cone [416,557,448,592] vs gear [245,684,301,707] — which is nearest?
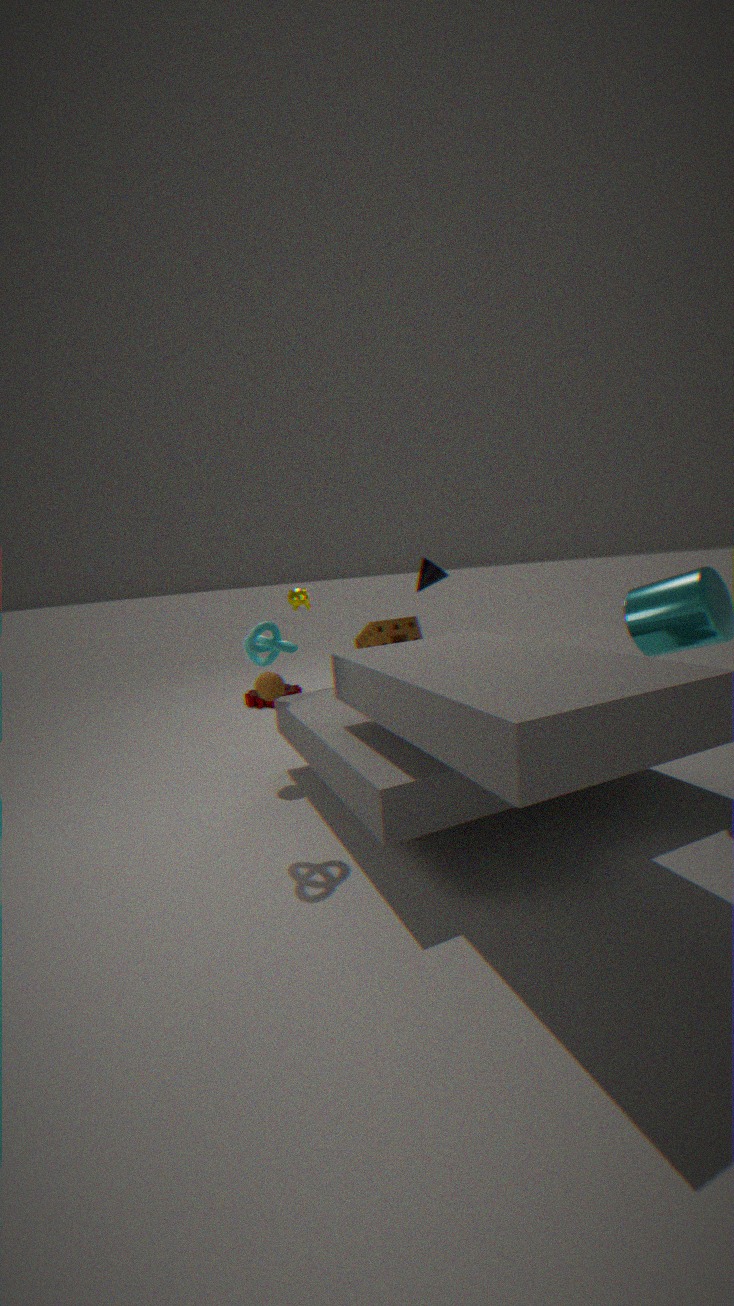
cone [416,557,448,592]
